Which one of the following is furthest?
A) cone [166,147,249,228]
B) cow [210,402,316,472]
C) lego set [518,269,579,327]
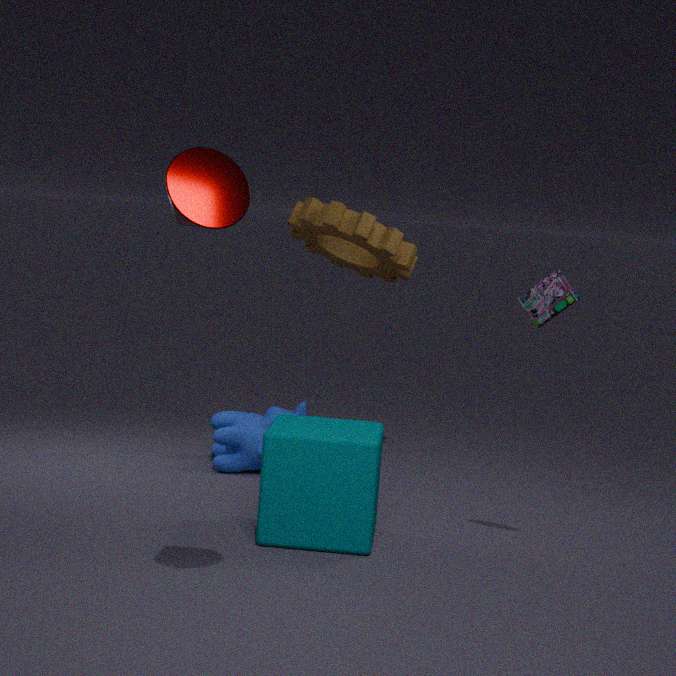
cow [210,402,316,472]
